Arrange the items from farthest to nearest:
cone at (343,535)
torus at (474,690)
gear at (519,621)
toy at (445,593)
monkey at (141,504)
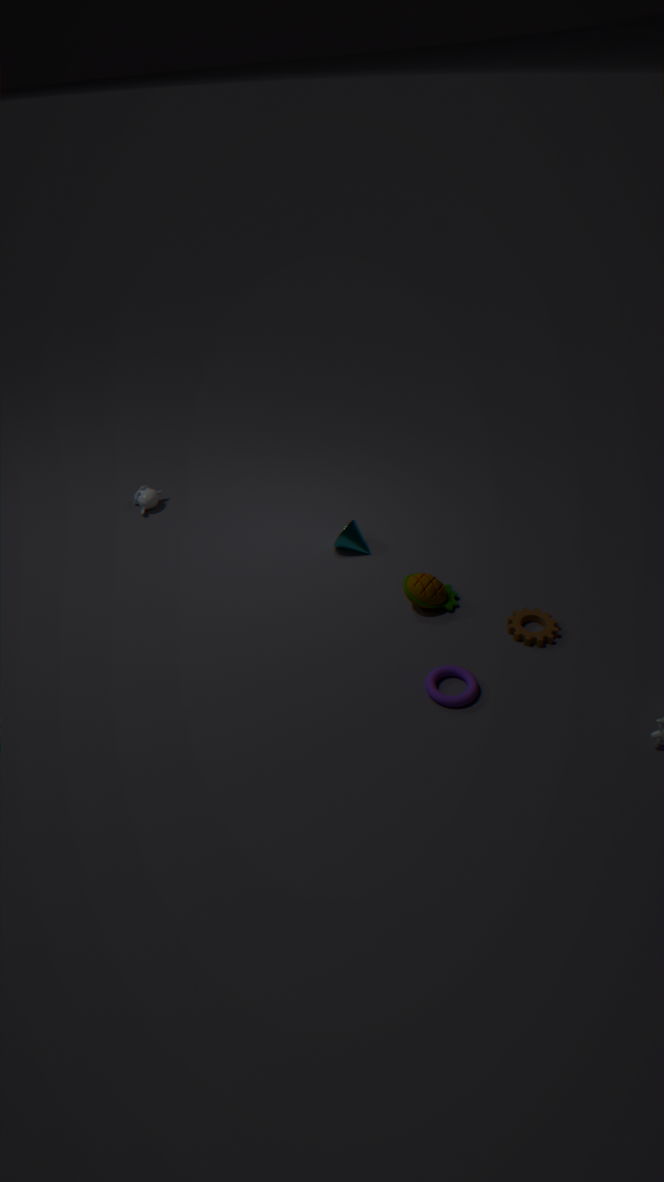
monkey at (141,504)
cone at (343,535)
toy at (445,593)
gear at (519,621)
torus at (474,690)
